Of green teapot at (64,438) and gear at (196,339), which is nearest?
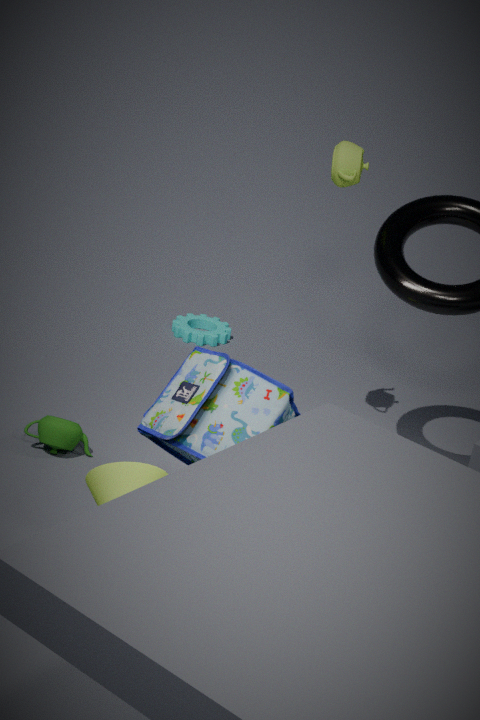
green teapot at (64,438)
